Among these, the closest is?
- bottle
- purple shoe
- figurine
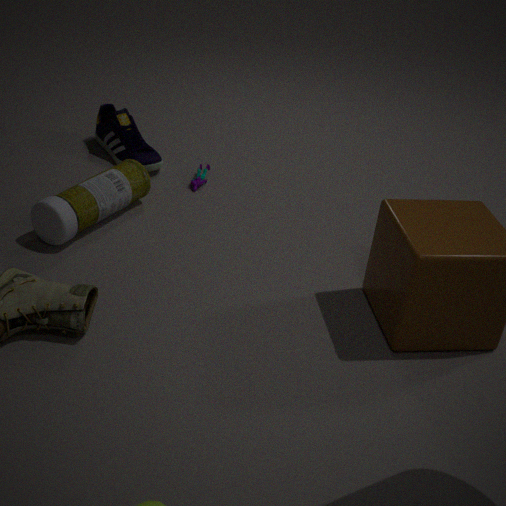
bottle
